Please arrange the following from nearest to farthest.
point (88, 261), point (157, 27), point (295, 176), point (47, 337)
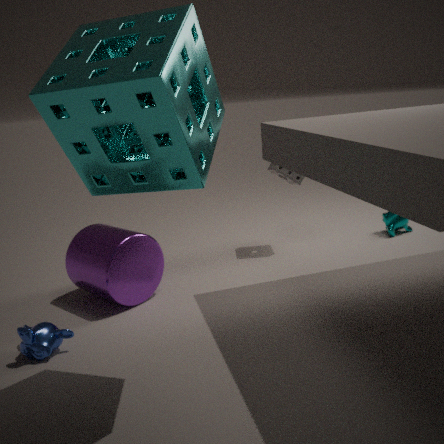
point (157, 27) < point (47, 337) < point (88, 261) < point (295, 176)
